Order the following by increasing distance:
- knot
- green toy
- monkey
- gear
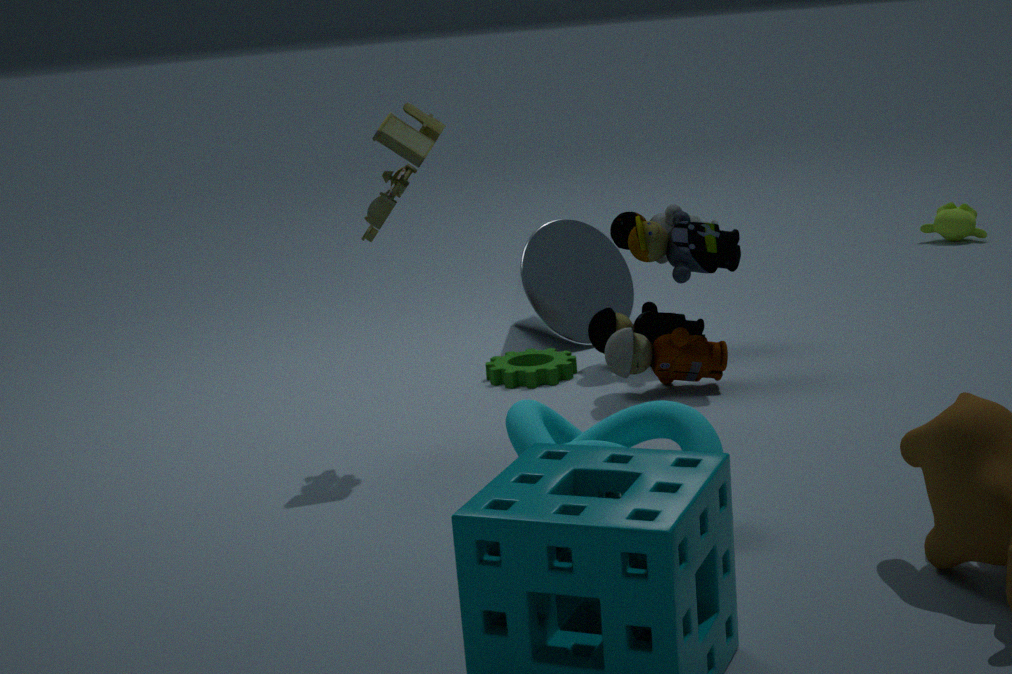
1. knot
2. green toy
3. gear
4. monkey
